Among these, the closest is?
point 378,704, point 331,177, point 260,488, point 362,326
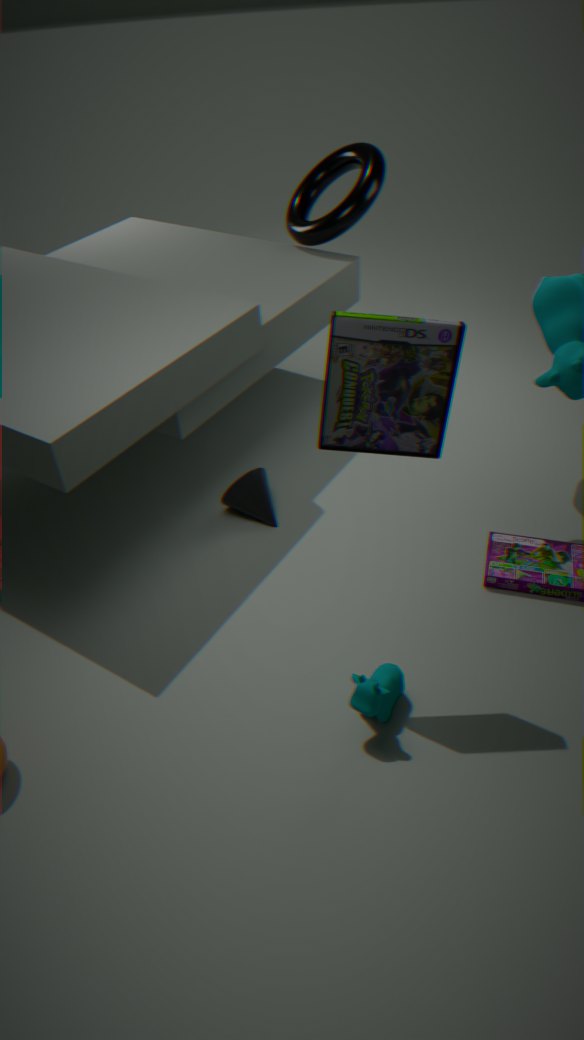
point 362,326
